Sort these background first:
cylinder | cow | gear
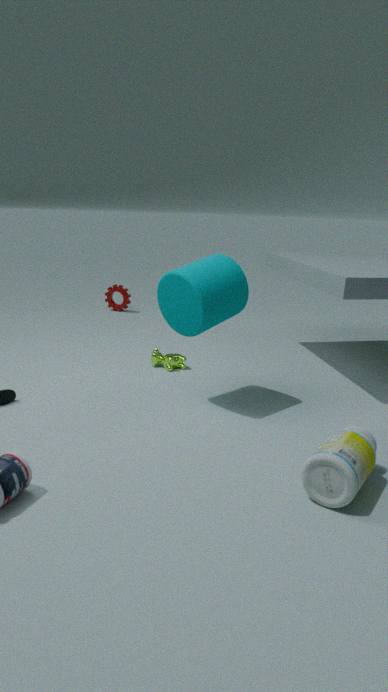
gear < cow < cylinder
